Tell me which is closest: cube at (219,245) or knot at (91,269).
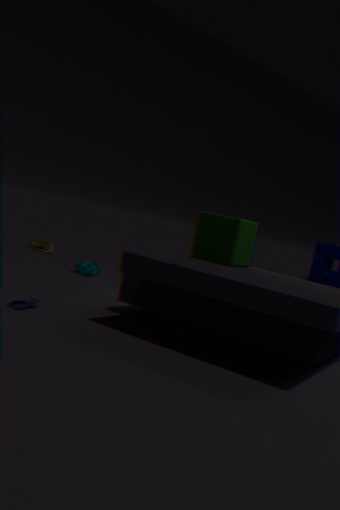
cube at (219,245)
